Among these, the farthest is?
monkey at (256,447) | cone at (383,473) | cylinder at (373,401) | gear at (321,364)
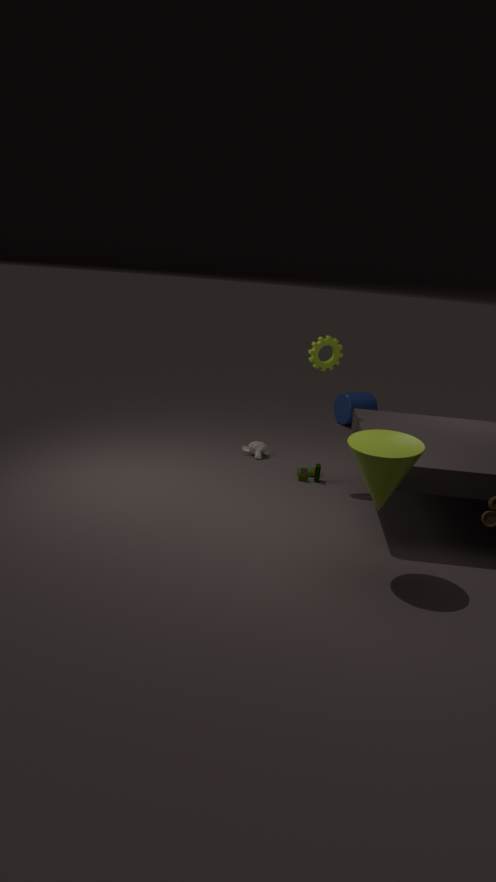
cylinder at (373,401)
